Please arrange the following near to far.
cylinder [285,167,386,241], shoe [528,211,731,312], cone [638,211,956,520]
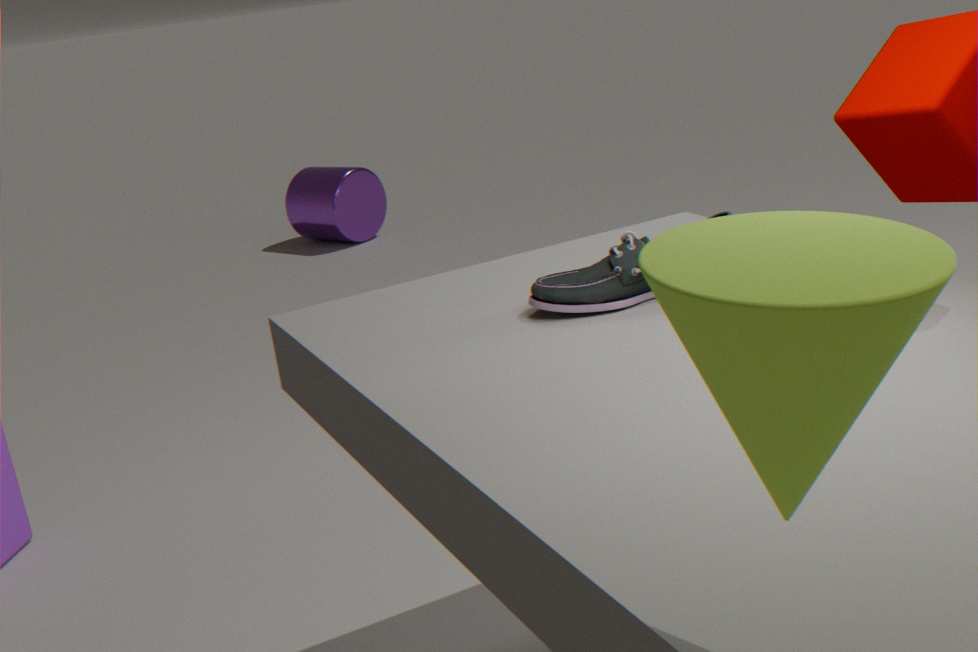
cone [638,211,956,520]
shoe [528,211,731,312]
cylinder [285,167,386,241]
